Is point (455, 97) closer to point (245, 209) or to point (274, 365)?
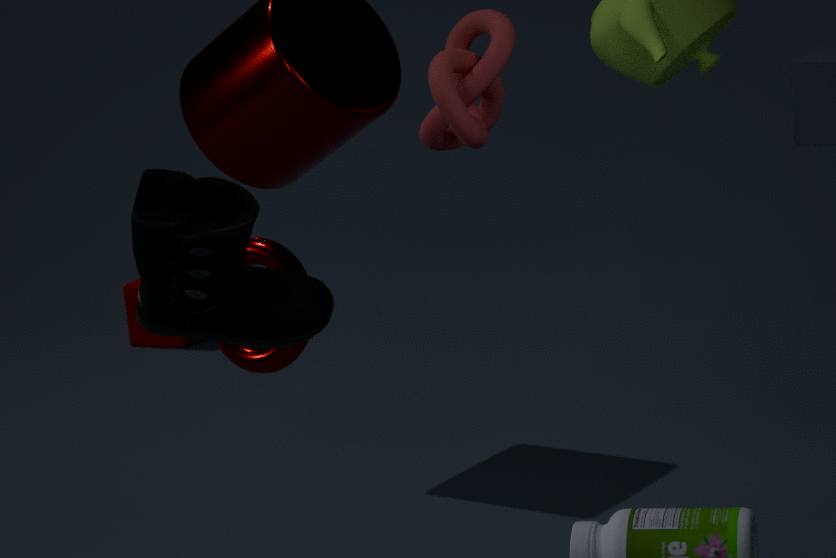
point (245, 209)
